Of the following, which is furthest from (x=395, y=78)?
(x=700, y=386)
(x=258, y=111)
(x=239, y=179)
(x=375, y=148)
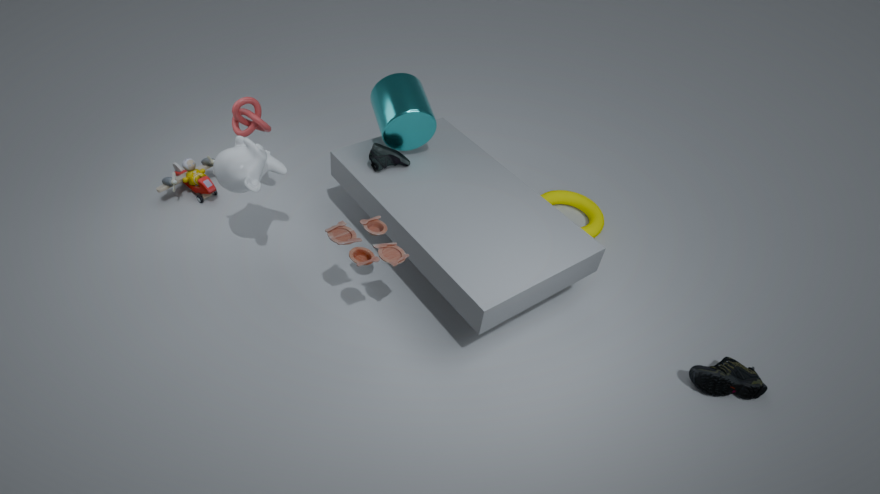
(x=700, y=386)
